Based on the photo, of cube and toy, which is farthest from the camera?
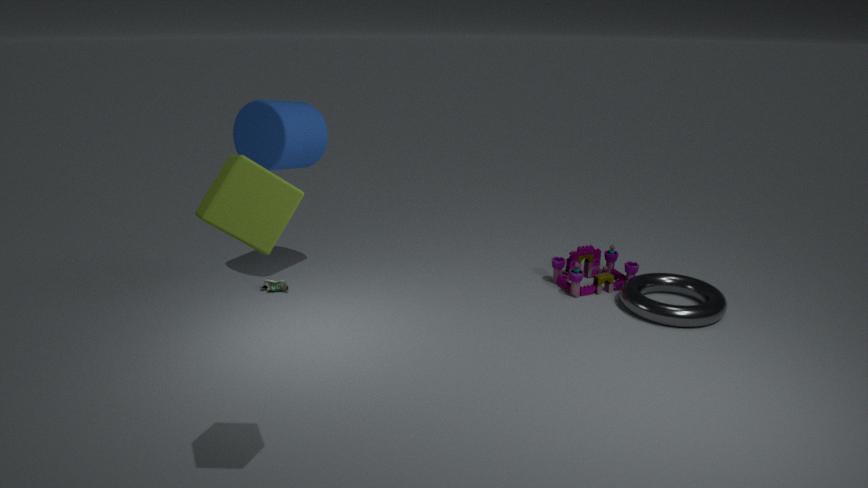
toy
